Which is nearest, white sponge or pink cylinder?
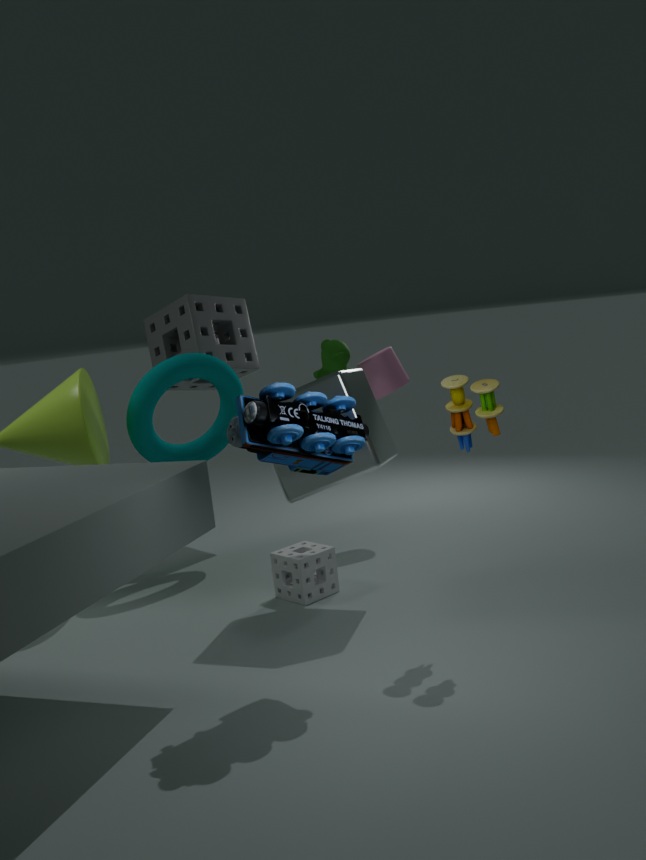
white sponge
